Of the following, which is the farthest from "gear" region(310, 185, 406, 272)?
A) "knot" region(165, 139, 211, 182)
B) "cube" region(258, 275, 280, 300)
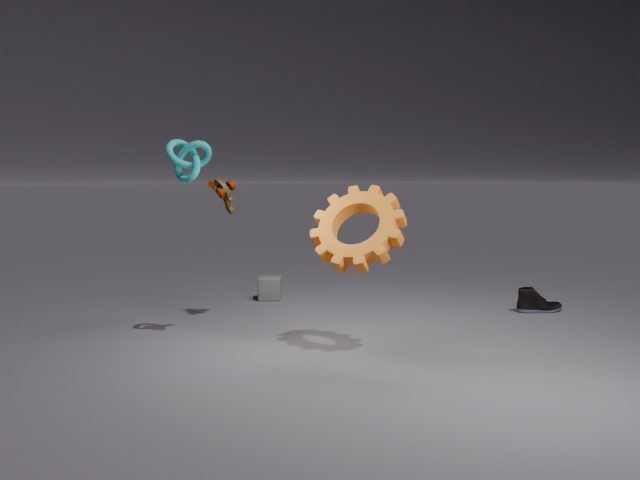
"cube" region(258, 275, 280, 300)
